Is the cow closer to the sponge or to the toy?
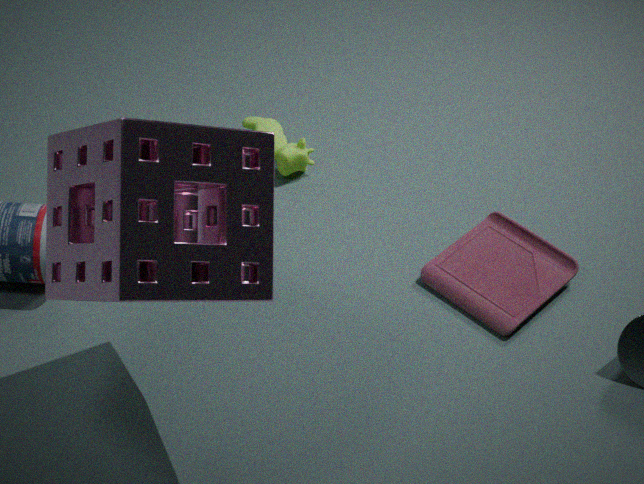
the toy
